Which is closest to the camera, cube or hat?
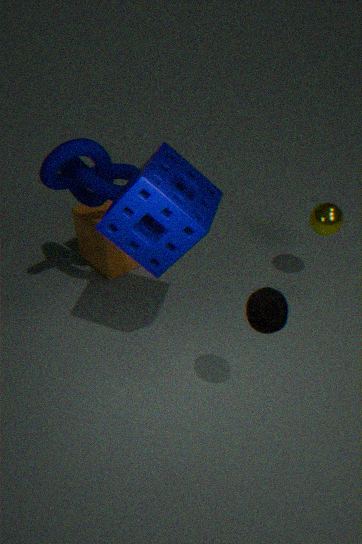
hat
